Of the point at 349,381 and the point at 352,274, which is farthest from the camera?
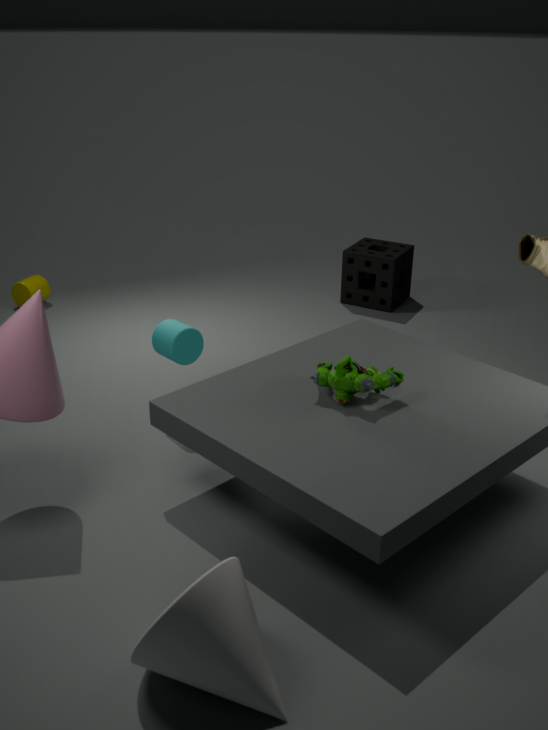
the point at 352,274
